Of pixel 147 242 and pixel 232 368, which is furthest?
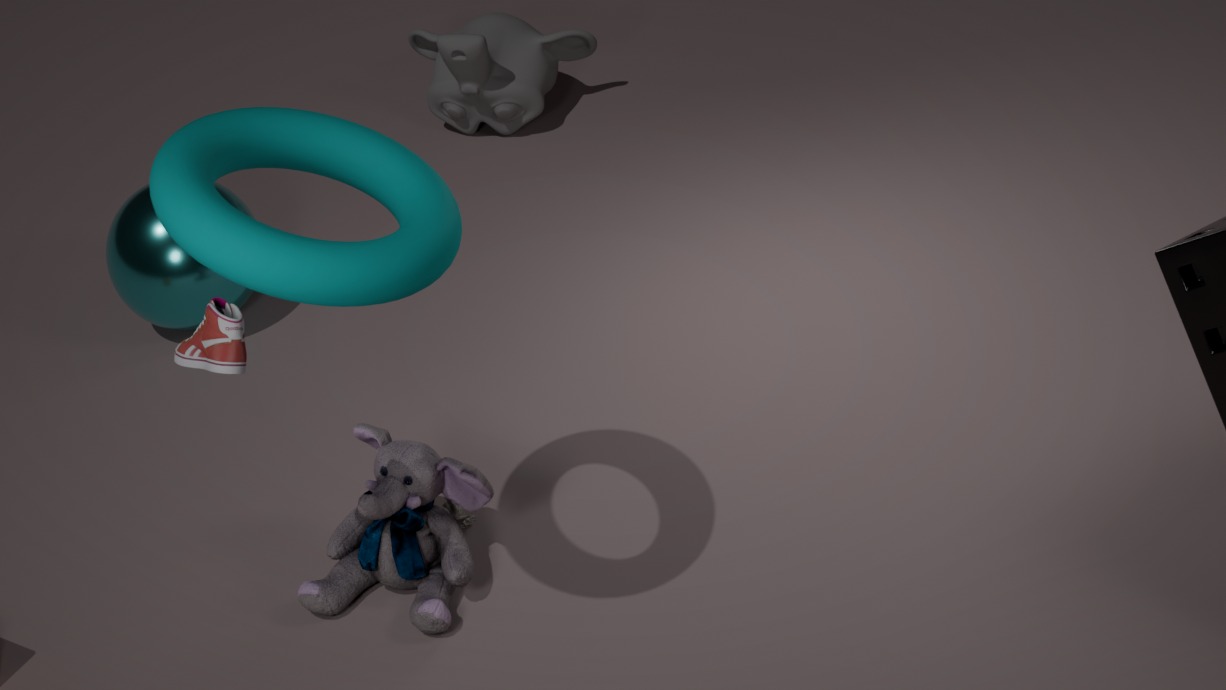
pixel 147 242
